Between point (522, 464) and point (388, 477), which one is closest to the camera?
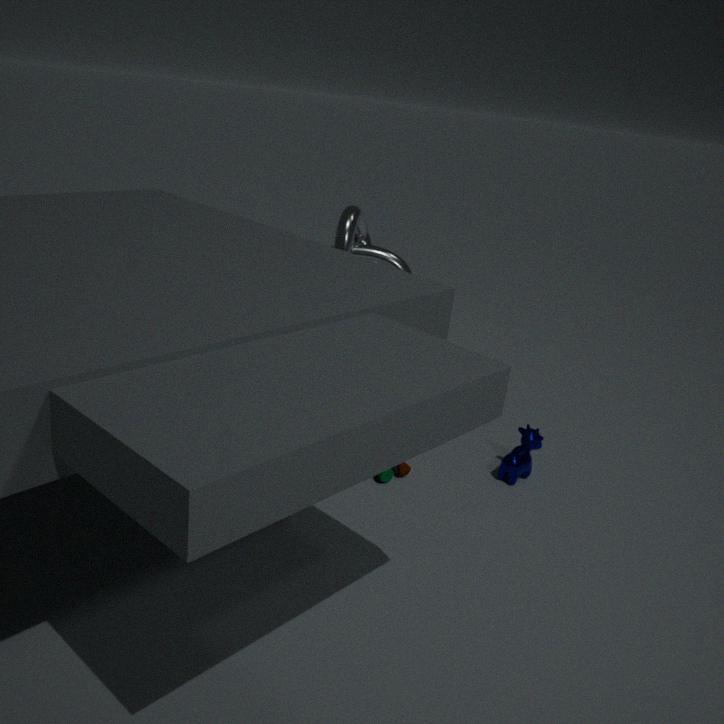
point (388, 477)
